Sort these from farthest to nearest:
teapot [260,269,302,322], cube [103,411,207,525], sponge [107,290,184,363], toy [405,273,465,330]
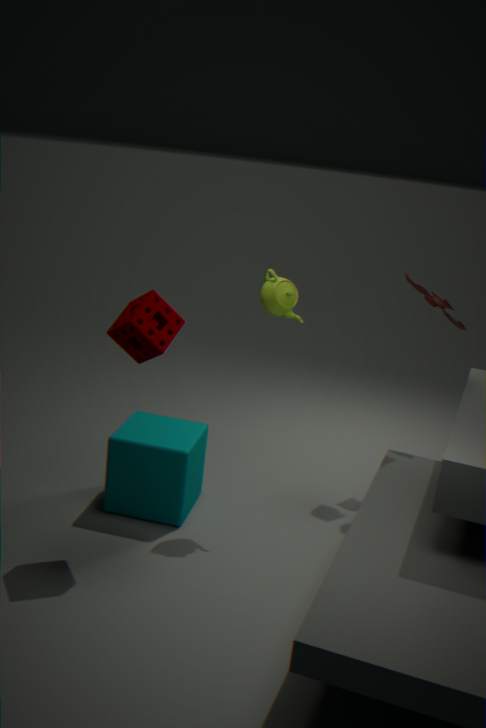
toy [405,273,465,330], cube [103,411,207,525], teapot [260,269,302,322], sponge [107,290,184,363]
